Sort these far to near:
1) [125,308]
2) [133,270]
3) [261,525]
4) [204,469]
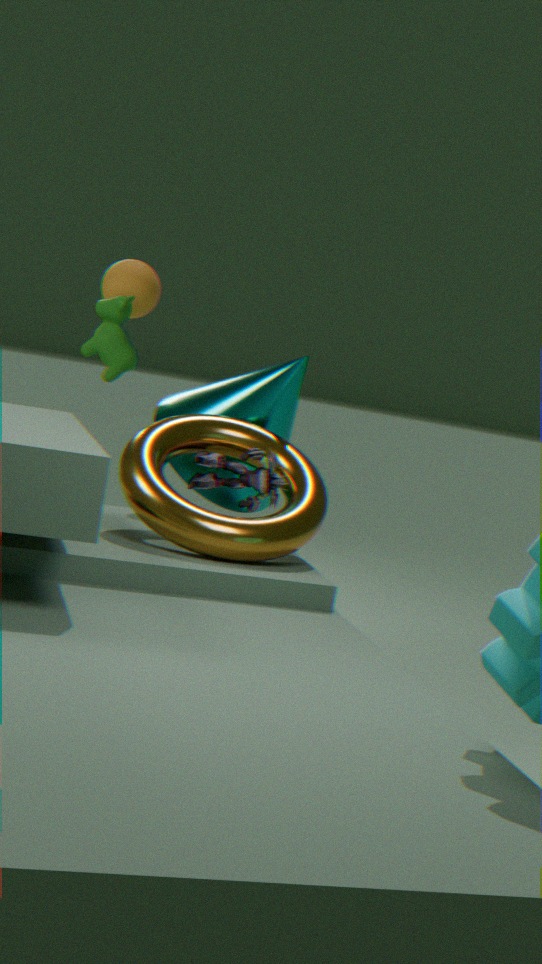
1. 2. [133,270]
2. 1. [125,308]
3. 4. [204,469]
4. 3. [261,525]
